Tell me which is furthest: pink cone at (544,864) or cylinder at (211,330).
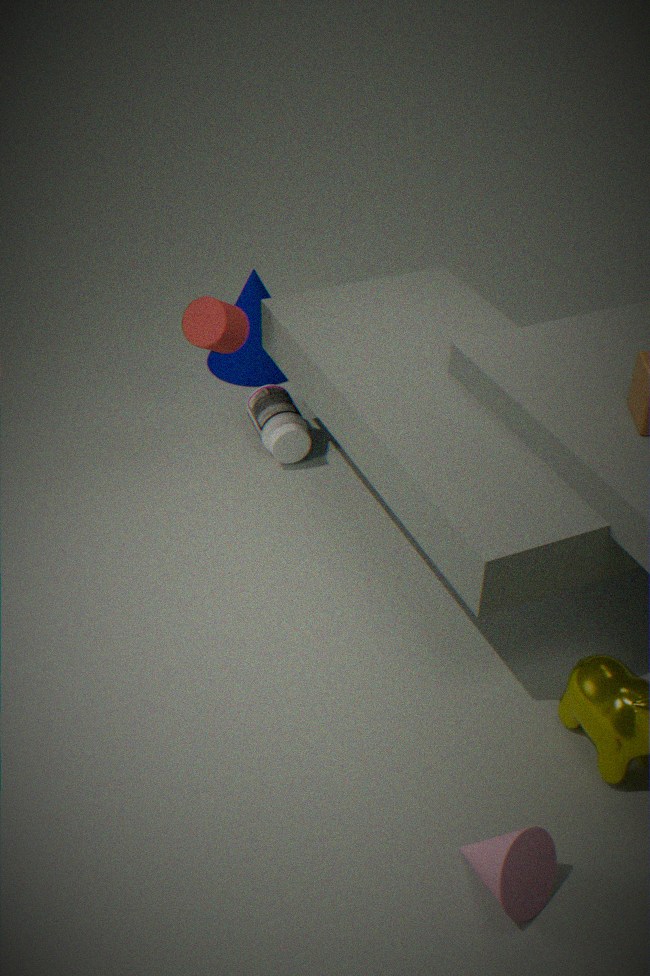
cylinder at (211,330)
